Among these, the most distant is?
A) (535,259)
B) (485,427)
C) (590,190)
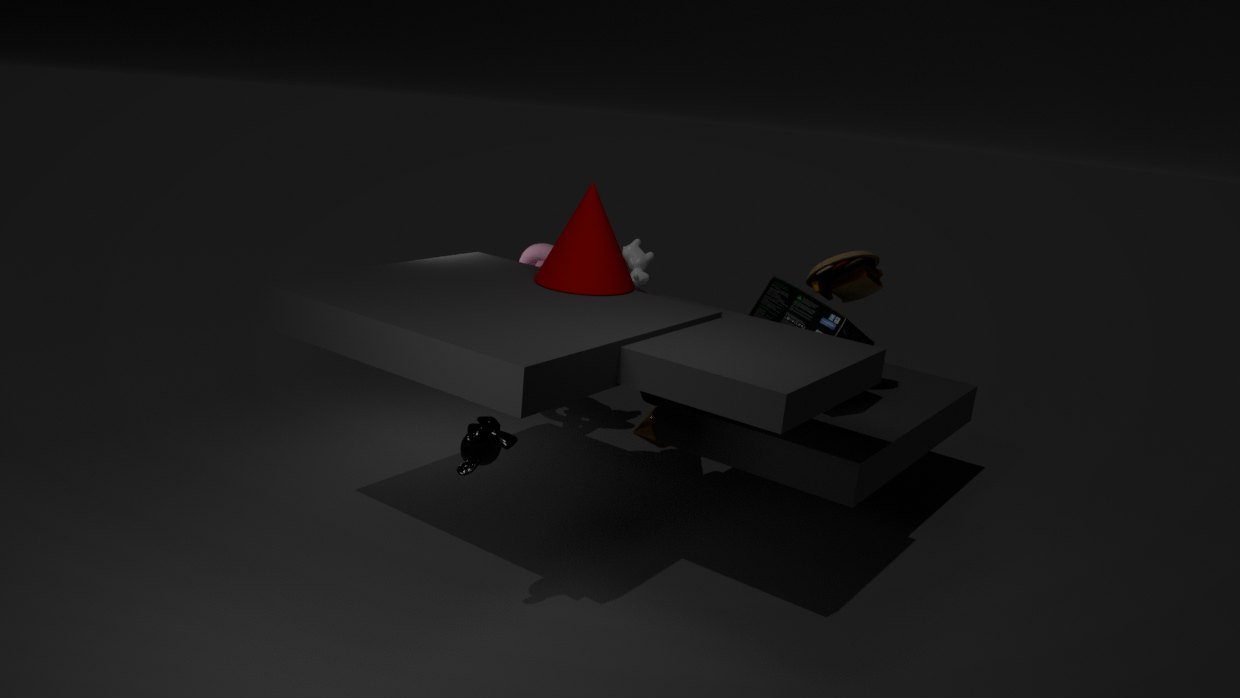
(535,259)
